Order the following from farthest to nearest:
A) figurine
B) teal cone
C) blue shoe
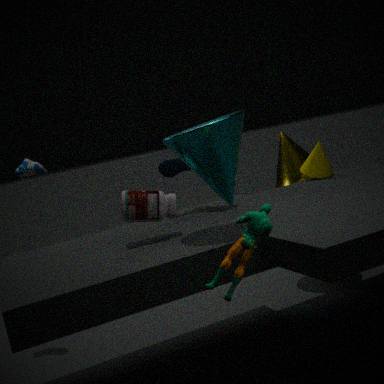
blue shoe
teal cone
figurine
